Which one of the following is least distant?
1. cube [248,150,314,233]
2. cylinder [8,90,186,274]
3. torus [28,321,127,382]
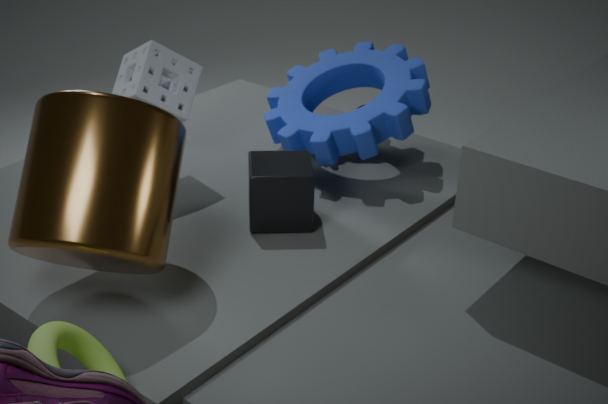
torus [28,321,127,382]
